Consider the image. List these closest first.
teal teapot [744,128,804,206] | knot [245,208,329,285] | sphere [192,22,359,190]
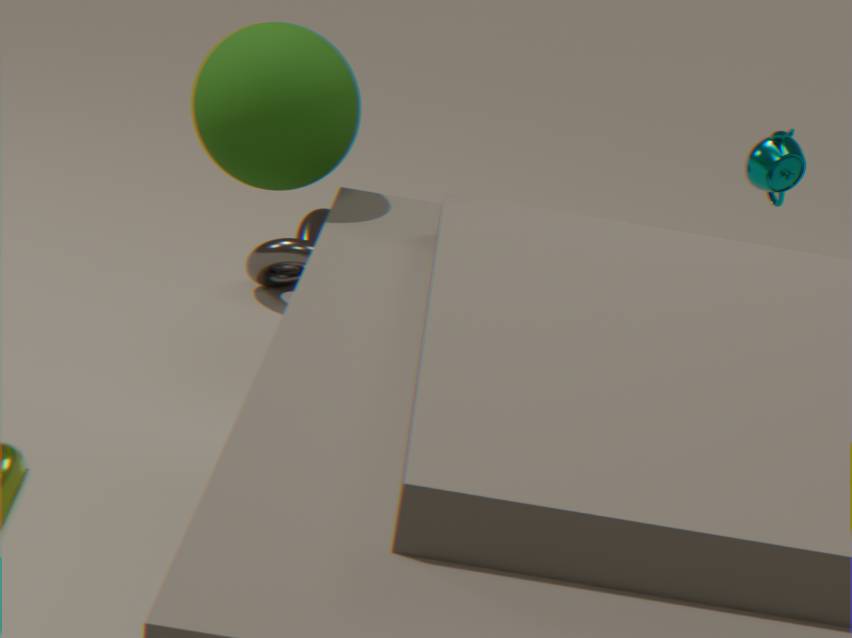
1. sphere [192,22,359,190]
2. teal teapot [744,128,804,206]
3. knot [245,208,329,285]
